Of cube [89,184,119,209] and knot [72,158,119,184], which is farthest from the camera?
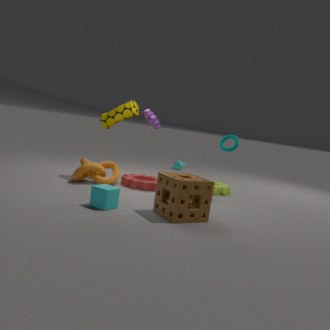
knot [72,158,119,184]
